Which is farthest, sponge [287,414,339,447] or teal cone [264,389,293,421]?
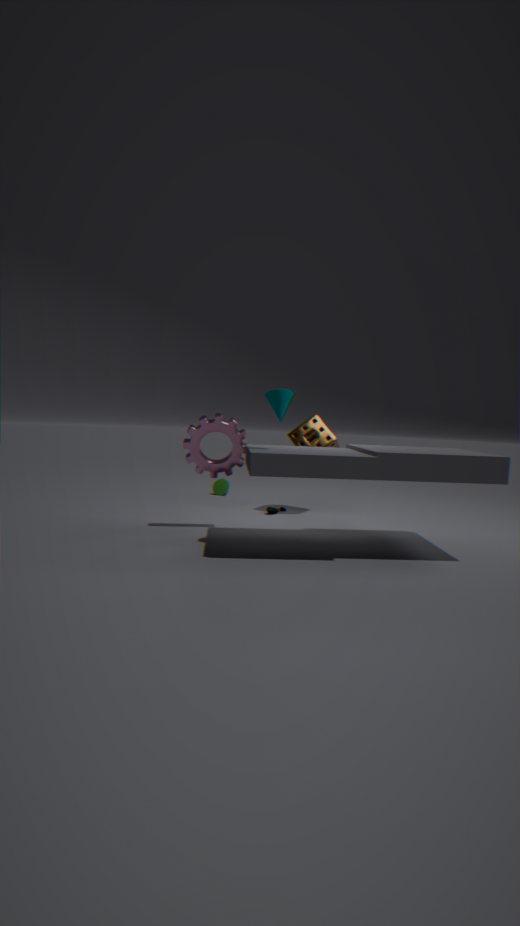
sponge [287,414,339,447]
